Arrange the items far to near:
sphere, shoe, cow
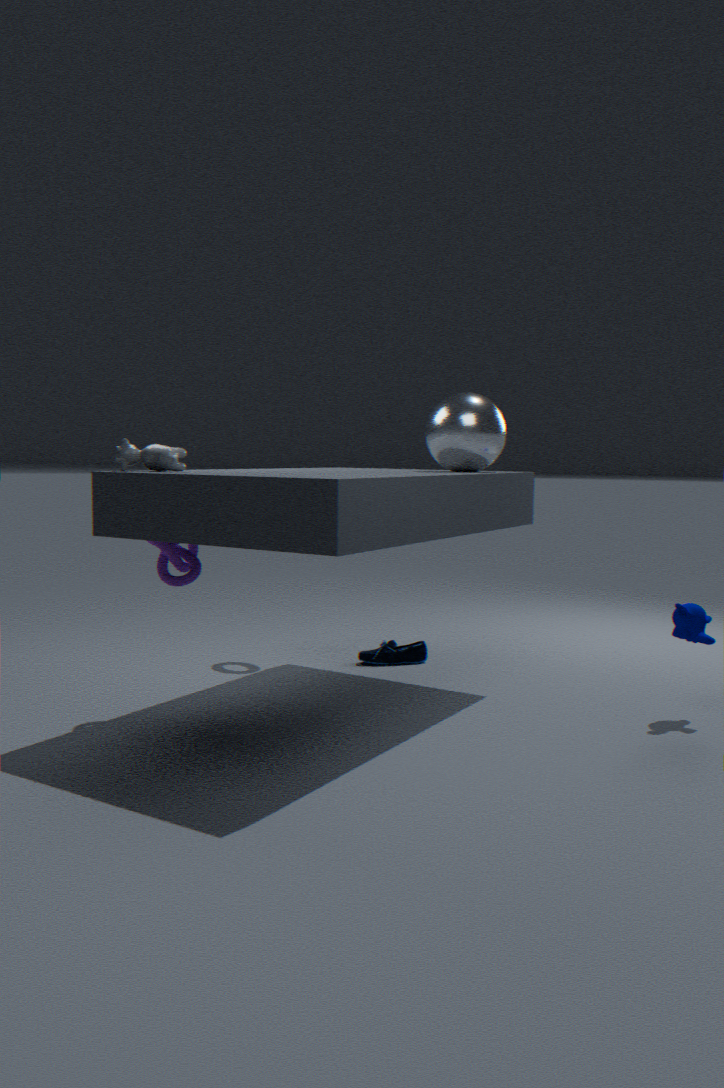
shoe < sphere < cow
